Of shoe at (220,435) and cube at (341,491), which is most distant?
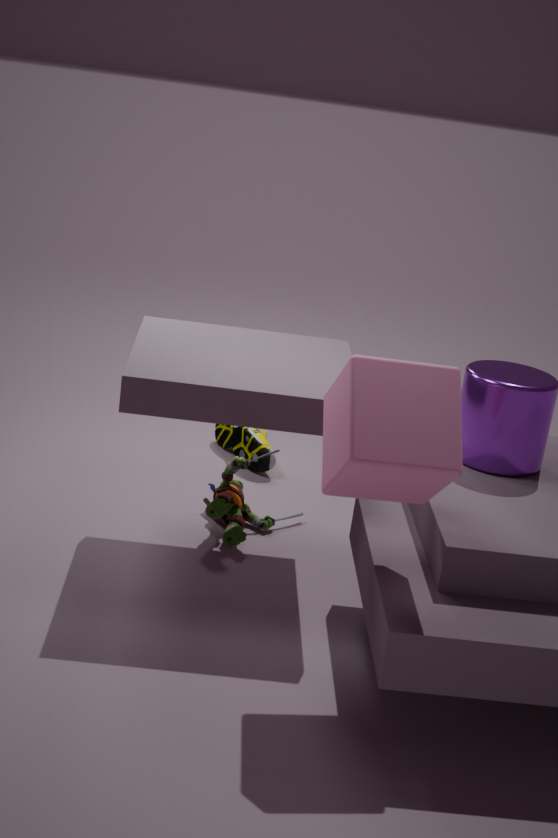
shoe at (220,435)
